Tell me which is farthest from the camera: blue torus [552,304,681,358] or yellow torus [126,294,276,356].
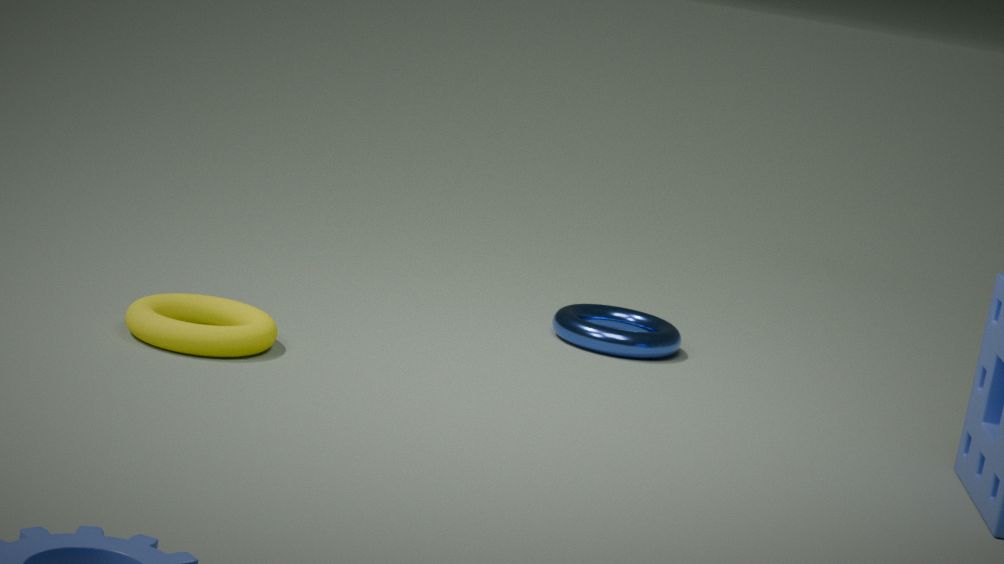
blue torus [552,304,681,358]
